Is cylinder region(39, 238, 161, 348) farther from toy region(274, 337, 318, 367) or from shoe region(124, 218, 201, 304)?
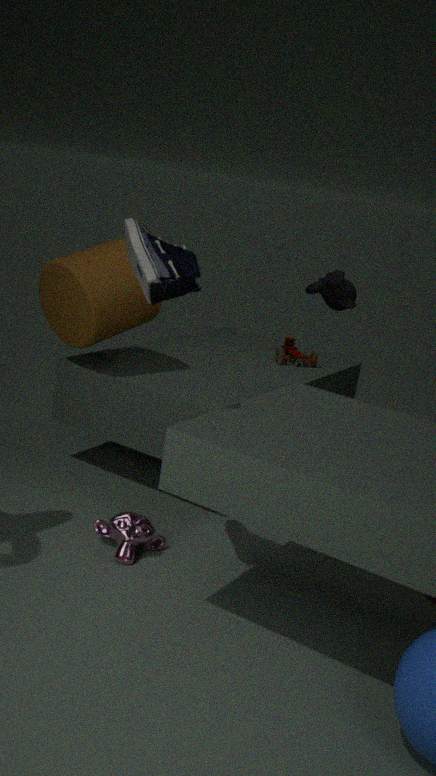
toy region(274, 337, 318, 367)
